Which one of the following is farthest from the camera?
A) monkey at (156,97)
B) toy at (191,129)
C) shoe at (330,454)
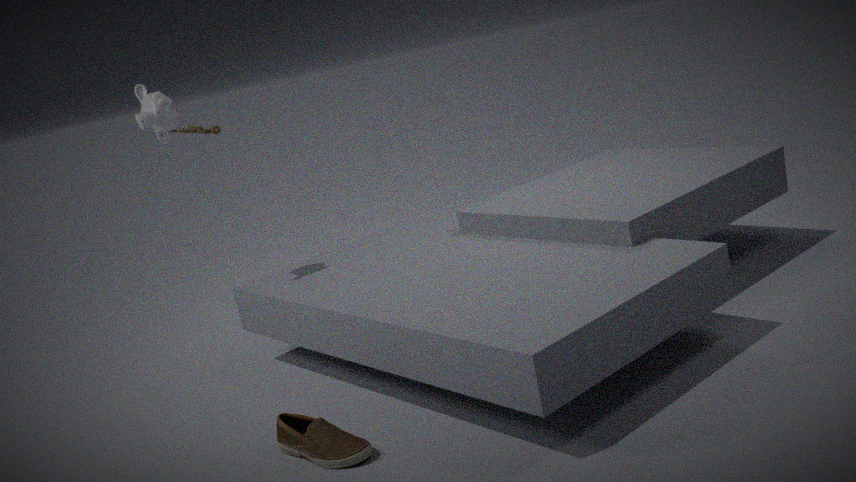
toy at (191,129)
